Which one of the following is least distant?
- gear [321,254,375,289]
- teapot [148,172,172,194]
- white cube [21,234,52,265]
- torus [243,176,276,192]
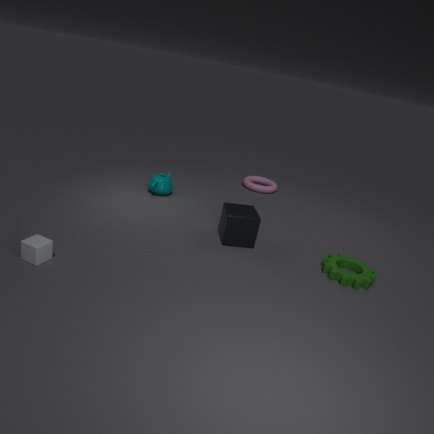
white cube [21,234,52,265]
